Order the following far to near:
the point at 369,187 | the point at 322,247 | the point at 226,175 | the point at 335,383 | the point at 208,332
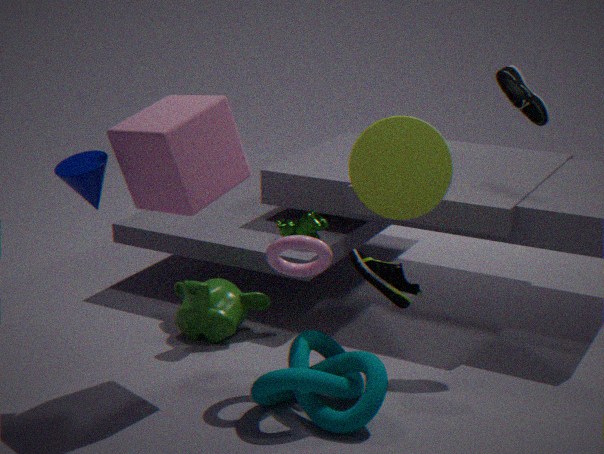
1. the point at 208,332
2. the point at 369,187
3. the point at 226,175
4. the point at 322,247
5. the point at 335,383
